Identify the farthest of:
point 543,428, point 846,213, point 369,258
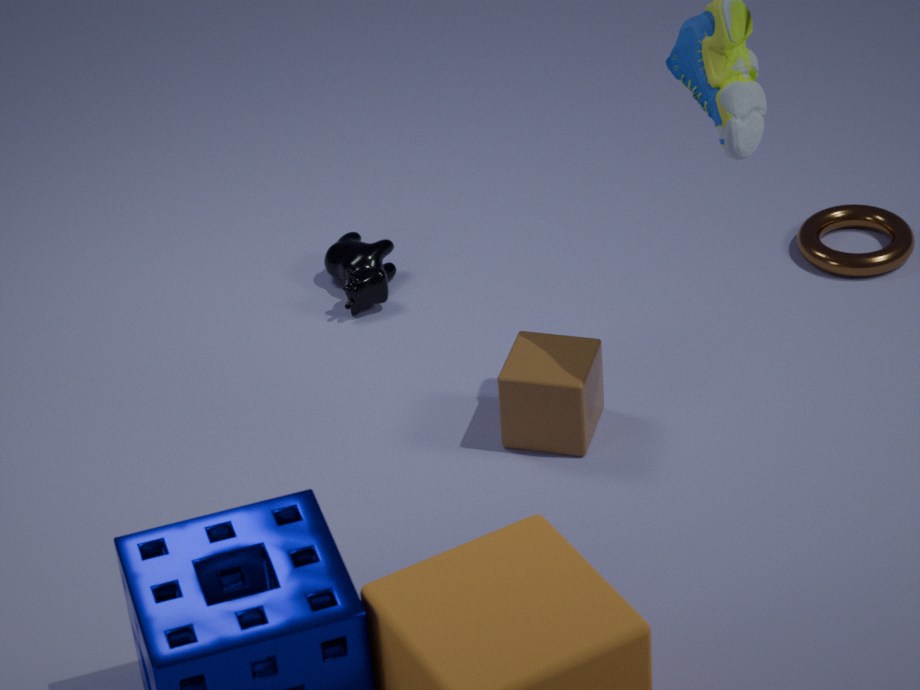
point 846,213
